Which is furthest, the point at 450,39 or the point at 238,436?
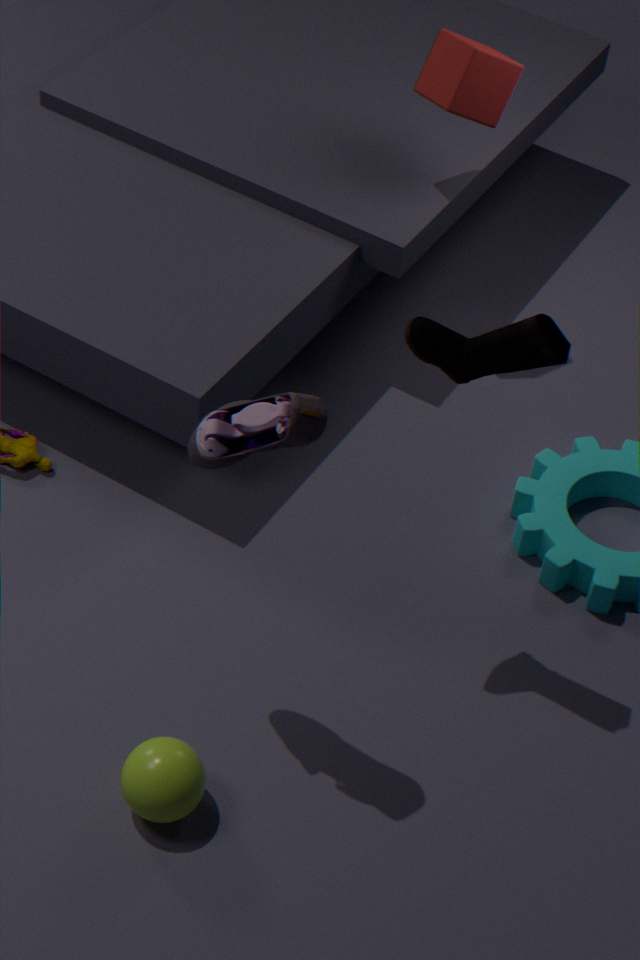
the point at 450,39
